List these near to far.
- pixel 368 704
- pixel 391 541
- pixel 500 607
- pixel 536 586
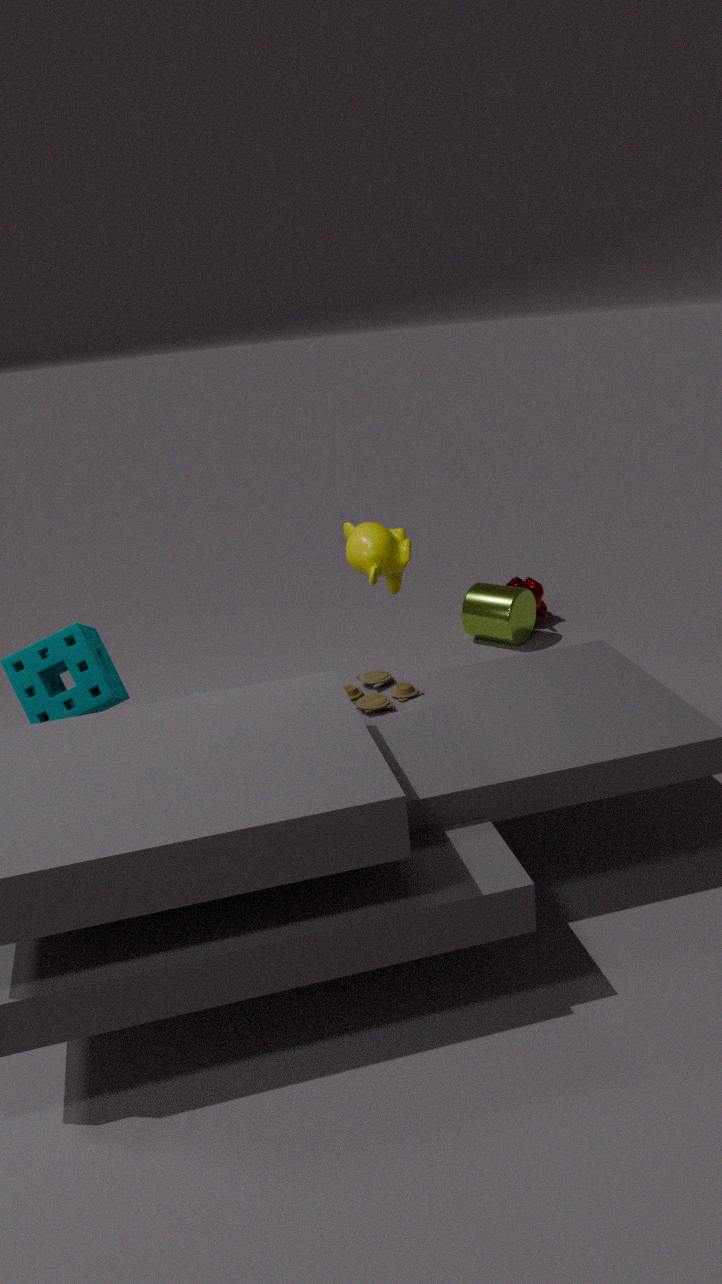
pixel 368 704 < pixel 391 541 < pixel 500 607 < pixel 536 586
